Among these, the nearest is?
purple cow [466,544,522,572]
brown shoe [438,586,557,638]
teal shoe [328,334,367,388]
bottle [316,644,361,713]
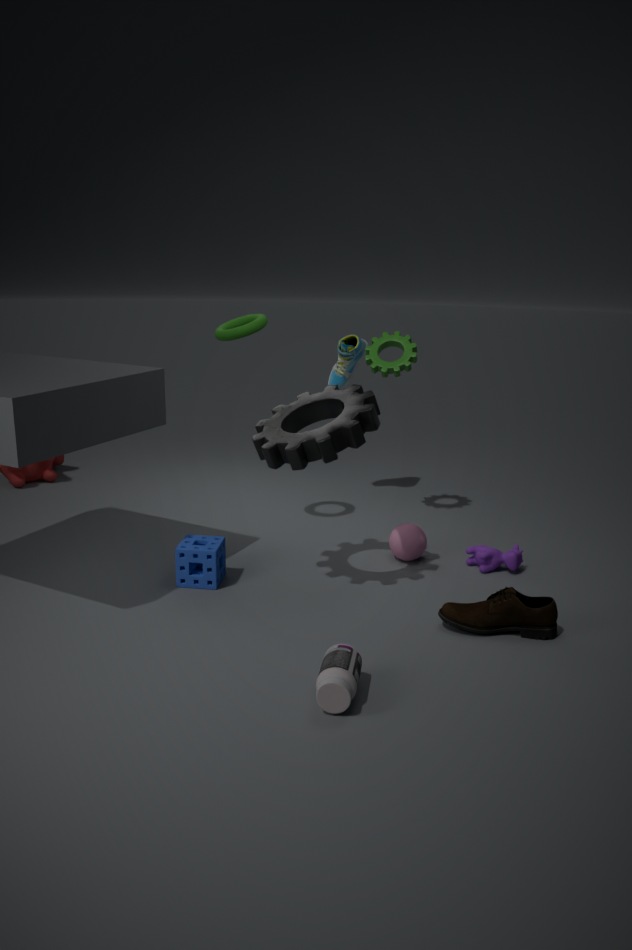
bottle [316,644,361,713]
